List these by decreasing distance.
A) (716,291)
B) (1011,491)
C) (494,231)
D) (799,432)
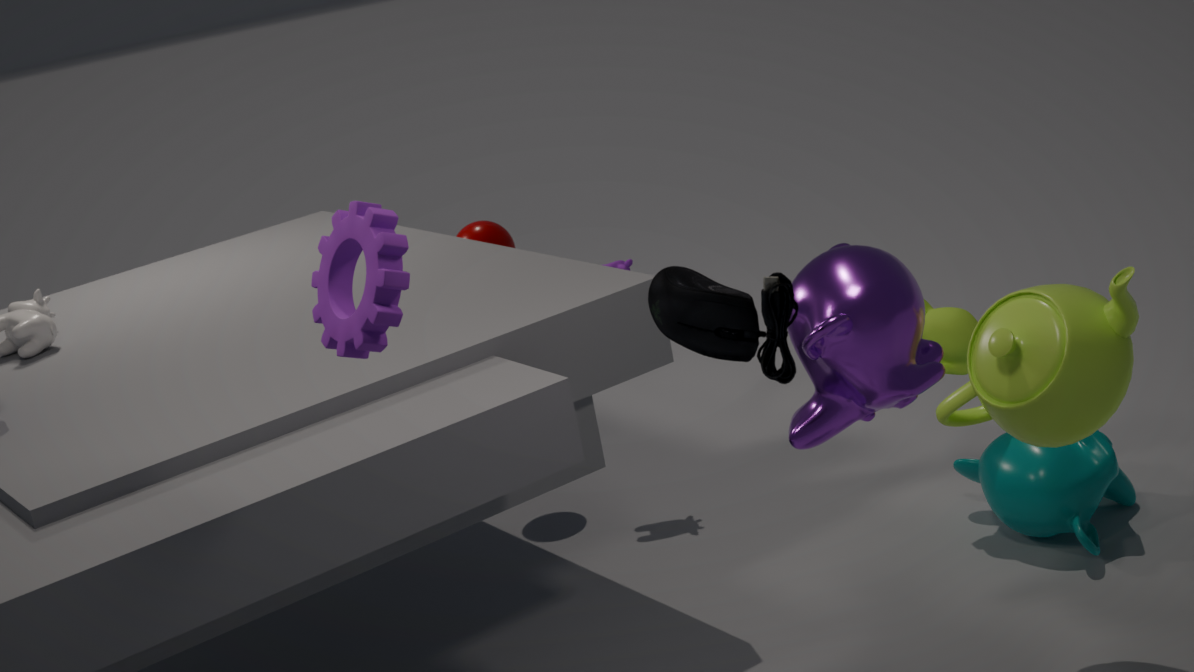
(494,231) < (1011,491) < (799,432) < (716,291)
